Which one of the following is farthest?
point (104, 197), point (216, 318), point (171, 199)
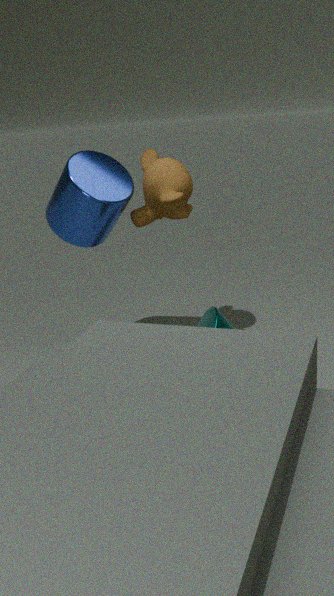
point (171, 199)
